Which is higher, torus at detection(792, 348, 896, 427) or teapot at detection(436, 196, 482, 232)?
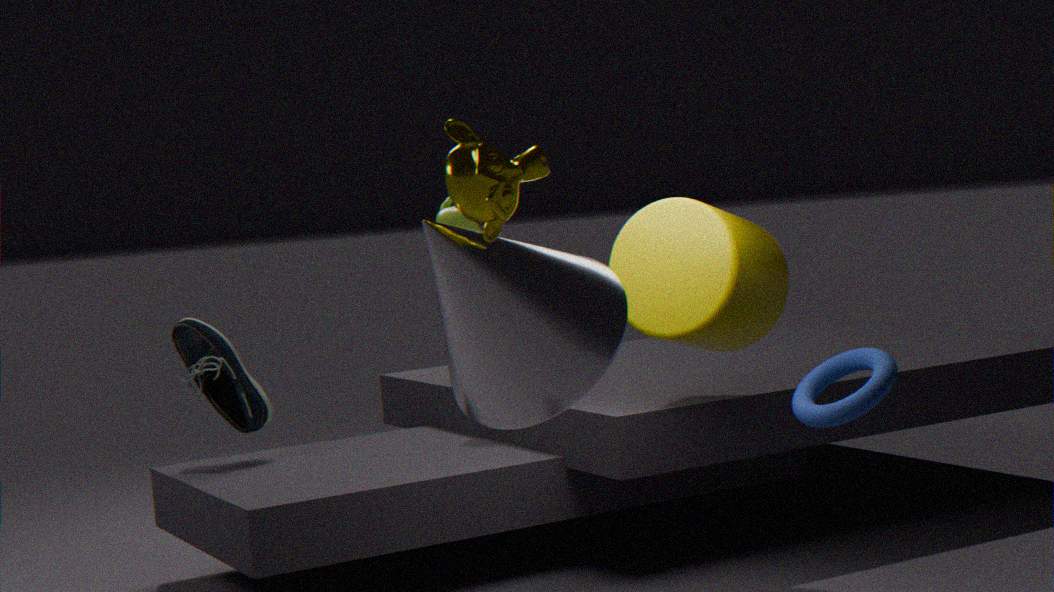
teapot at detection(436, 196, 482, 232)
